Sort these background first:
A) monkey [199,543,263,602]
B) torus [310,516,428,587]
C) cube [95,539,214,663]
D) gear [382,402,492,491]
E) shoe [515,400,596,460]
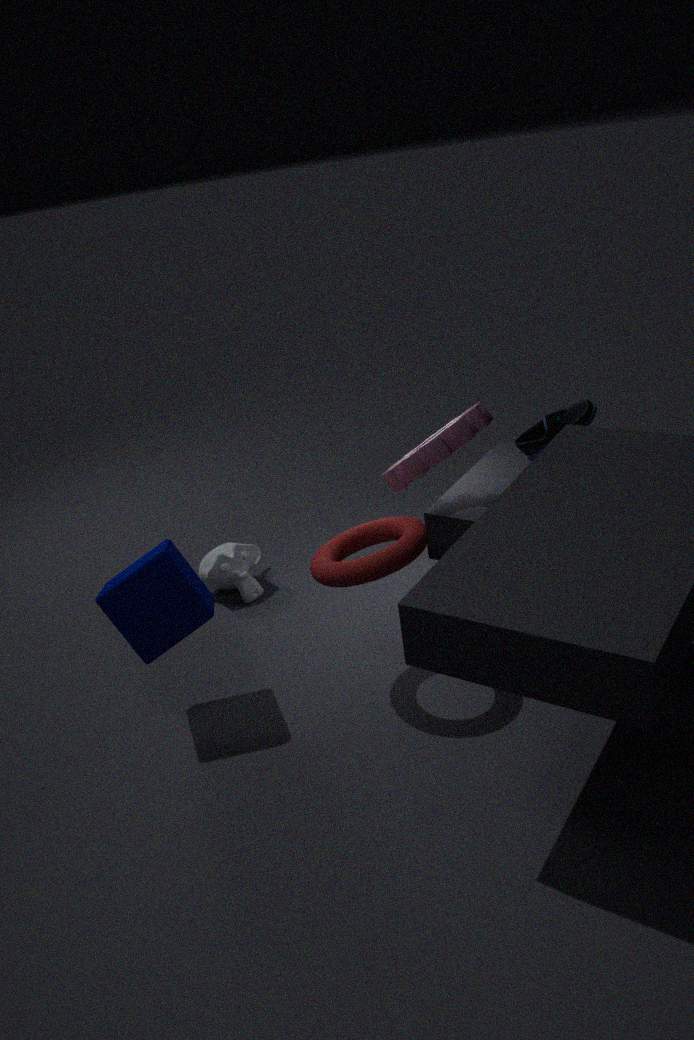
monkey [199,543,263,602] → shoe [515,400,596,460] → gear [382,402,492,491] → cube [95,539,214,663] → torus [310,516,428,587]
